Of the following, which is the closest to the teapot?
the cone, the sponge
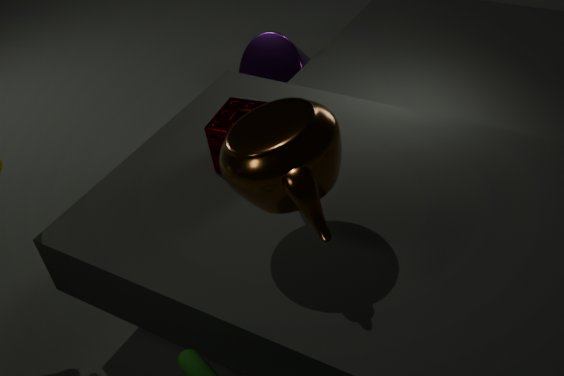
the sponge
